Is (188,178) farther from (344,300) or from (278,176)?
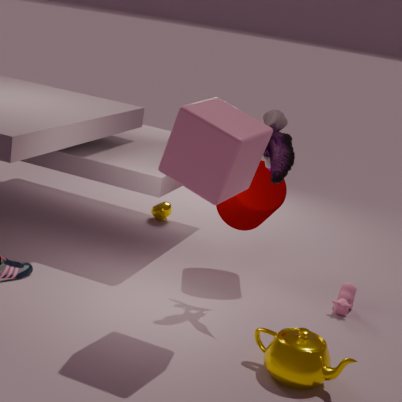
(344,300)
